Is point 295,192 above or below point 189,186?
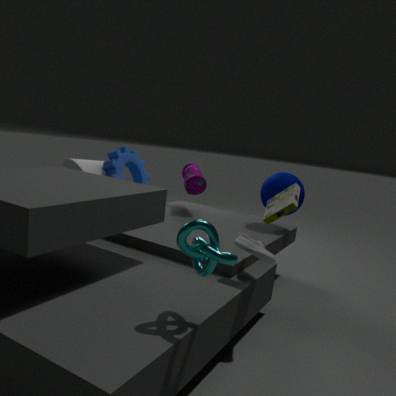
above
